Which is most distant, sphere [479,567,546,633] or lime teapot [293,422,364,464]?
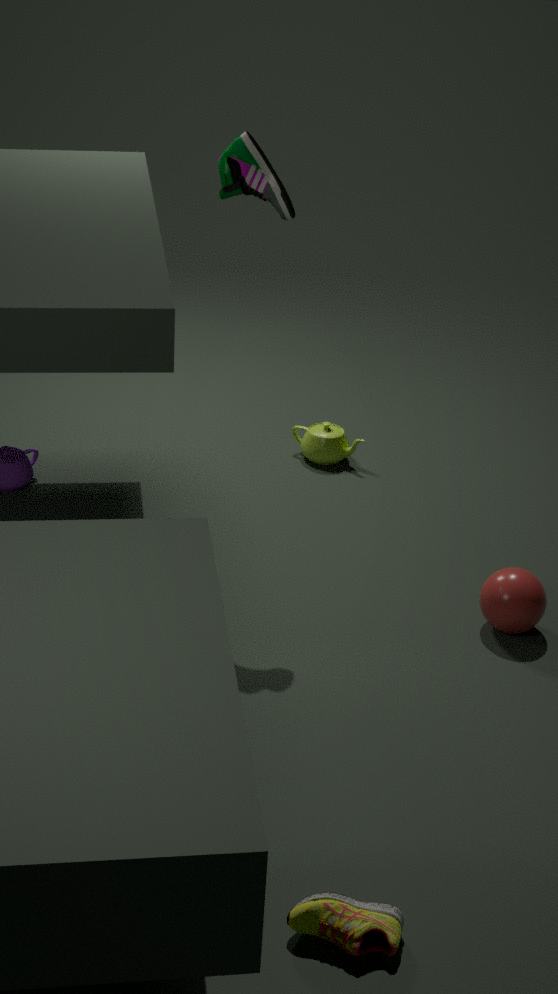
lime teapot [293,422,364,464]
